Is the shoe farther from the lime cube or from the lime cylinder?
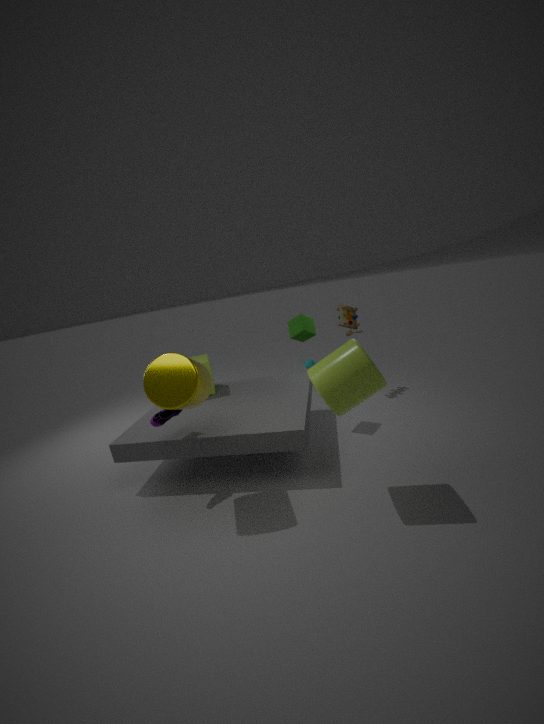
the lime cylinder
